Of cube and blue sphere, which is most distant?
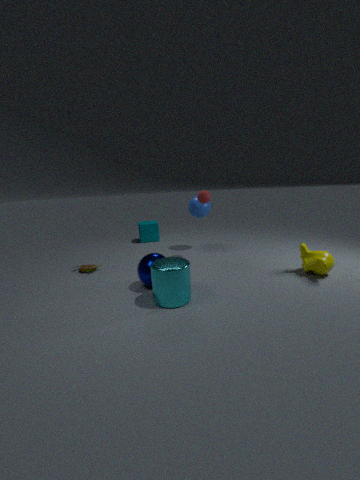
cube
